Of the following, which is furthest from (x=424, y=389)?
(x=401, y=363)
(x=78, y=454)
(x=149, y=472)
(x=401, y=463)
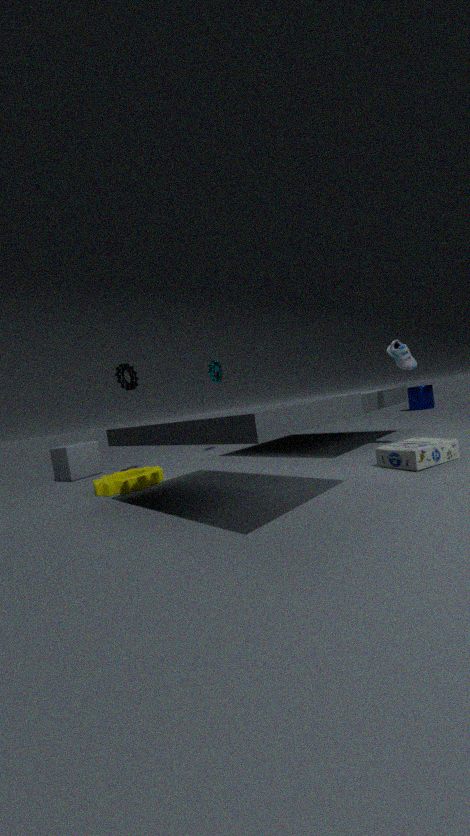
(x=78, y=454)
